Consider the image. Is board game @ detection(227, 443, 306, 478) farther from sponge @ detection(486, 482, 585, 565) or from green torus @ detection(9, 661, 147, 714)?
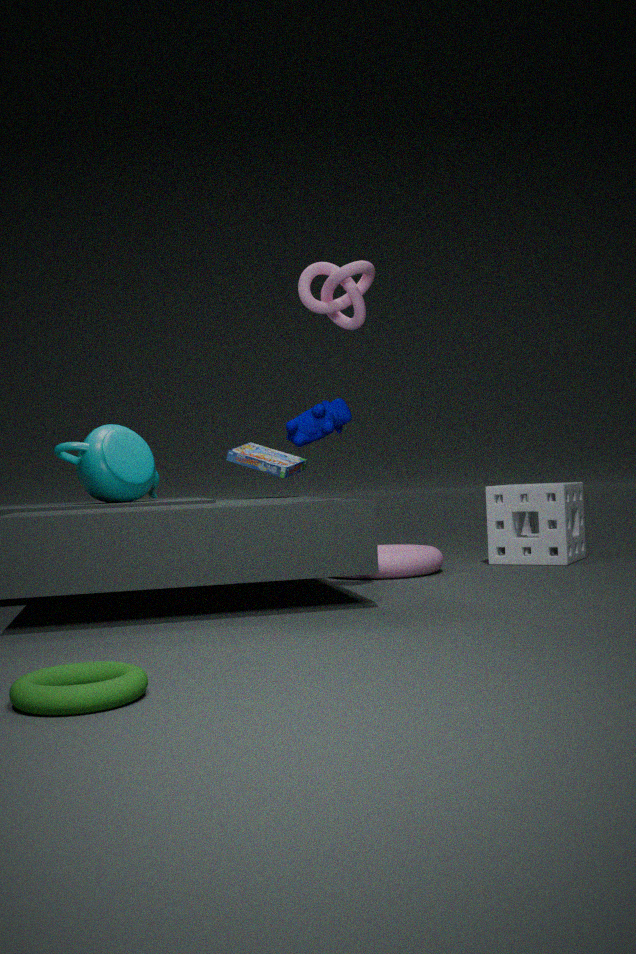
green torus @ detection(9, 661, 147, 714)
